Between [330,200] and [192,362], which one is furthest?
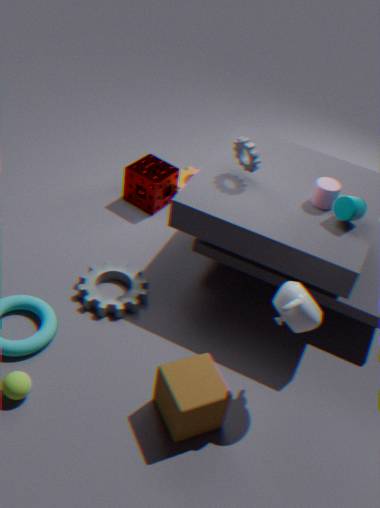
[330,200]
